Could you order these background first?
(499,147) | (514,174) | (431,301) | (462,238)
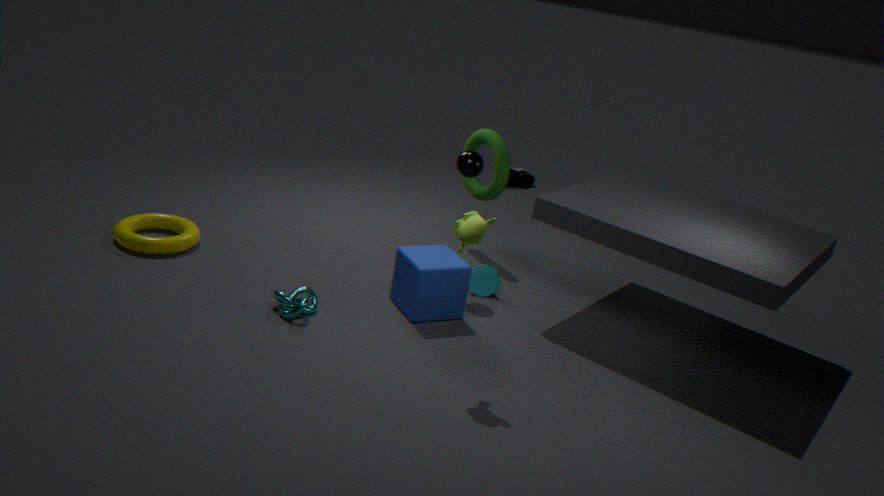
(514,174)
(499,147)
(431,301)
(462,238)
